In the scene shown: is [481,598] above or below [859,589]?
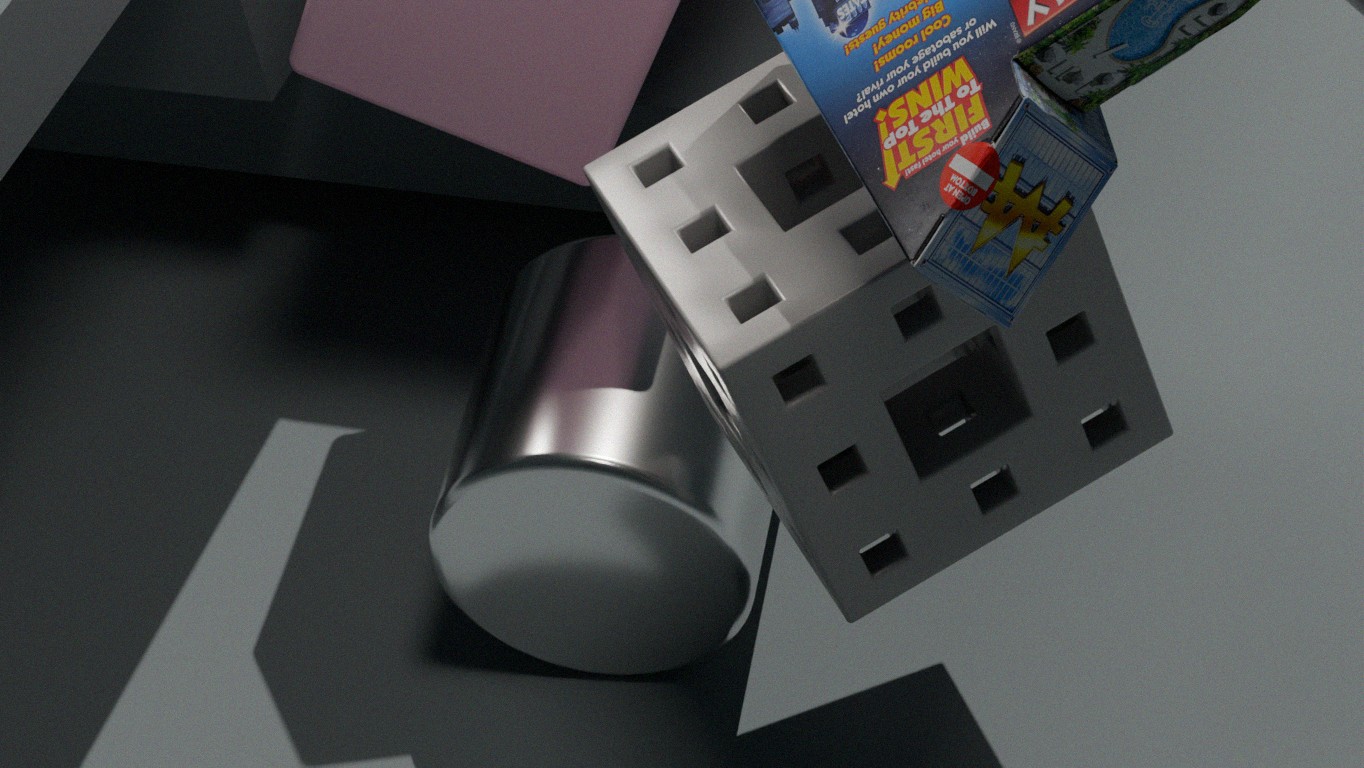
below
